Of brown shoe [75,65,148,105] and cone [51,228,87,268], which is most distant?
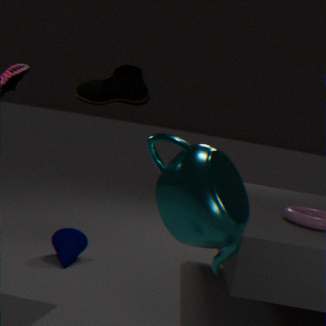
cone [51,228,87,268]
